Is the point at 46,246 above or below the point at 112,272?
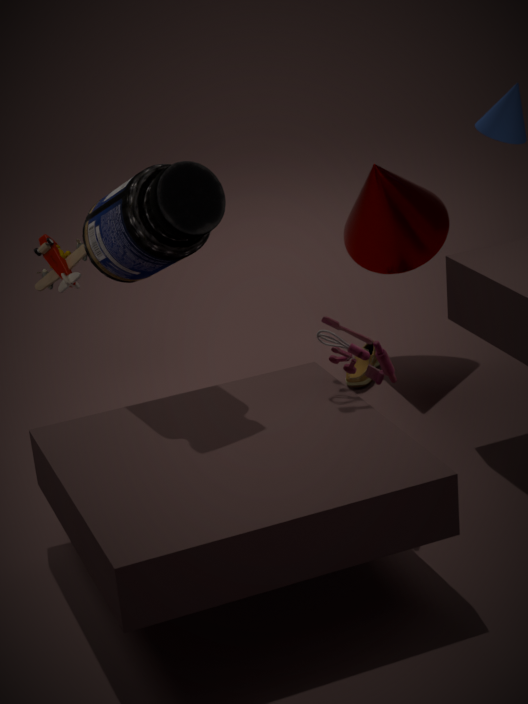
below
